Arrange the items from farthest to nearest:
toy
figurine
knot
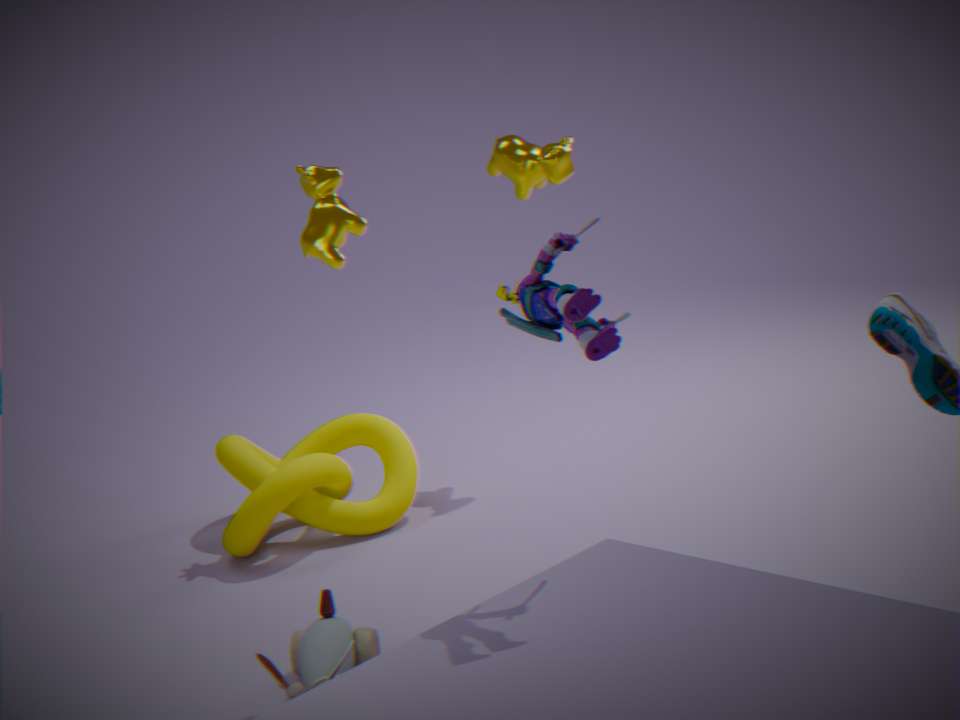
knot, toy, figurine
